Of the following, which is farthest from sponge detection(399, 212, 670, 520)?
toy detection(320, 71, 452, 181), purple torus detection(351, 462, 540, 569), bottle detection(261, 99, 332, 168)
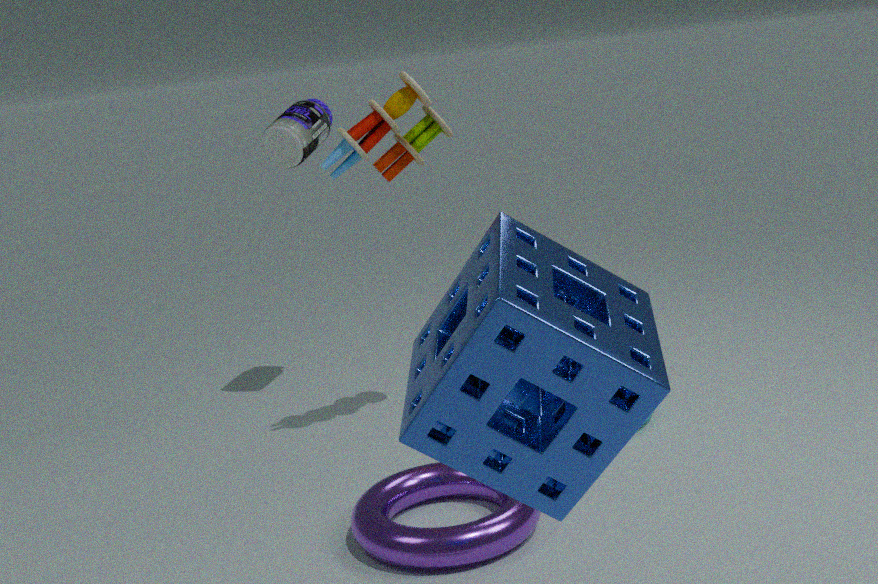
bottle detection(261, 99, 332, 168)
